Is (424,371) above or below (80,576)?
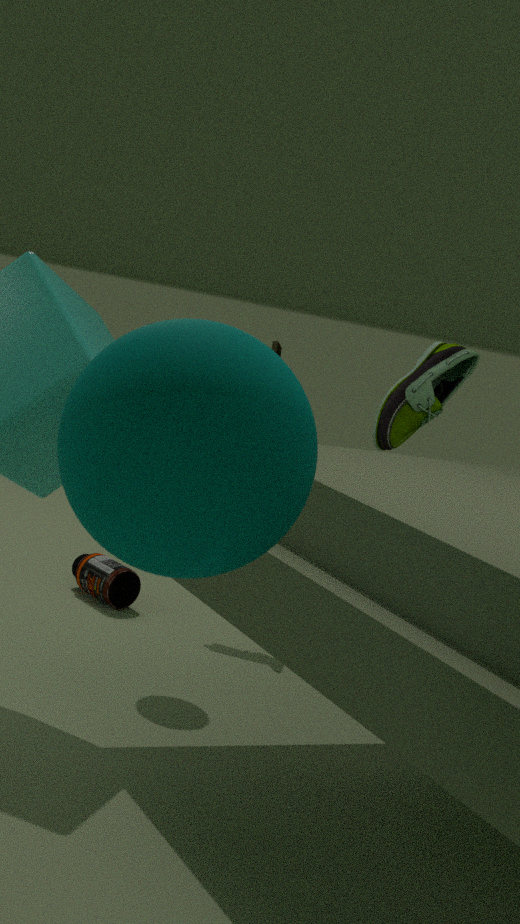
above
